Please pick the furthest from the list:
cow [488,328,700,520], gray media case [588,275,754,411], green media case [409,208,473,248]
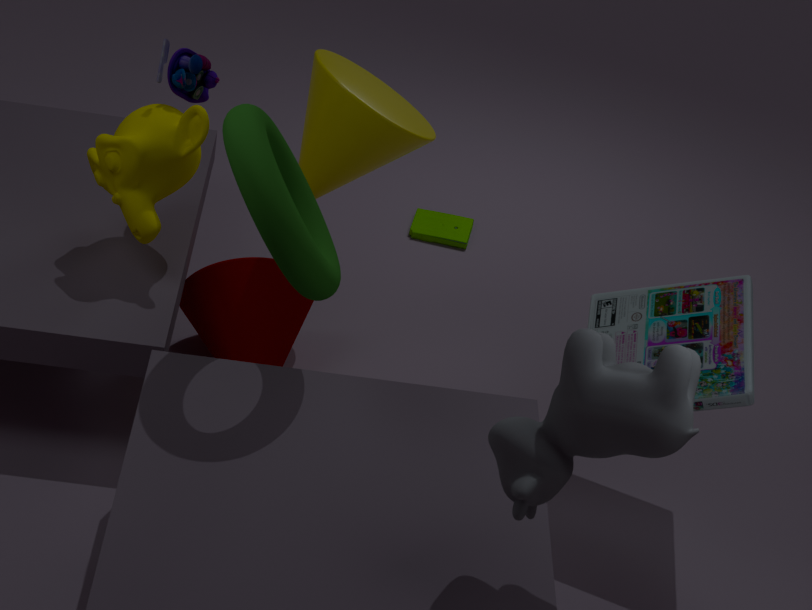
green media case [409,208,473,248]
